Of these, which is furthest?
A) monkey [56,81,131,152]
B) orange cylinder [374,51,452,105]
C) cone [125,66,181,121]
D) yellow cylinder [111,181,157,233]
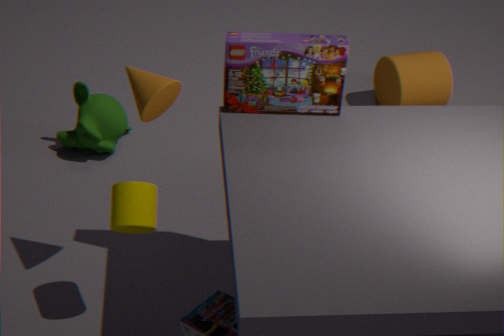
orange cylinder [374,51,452,105]
